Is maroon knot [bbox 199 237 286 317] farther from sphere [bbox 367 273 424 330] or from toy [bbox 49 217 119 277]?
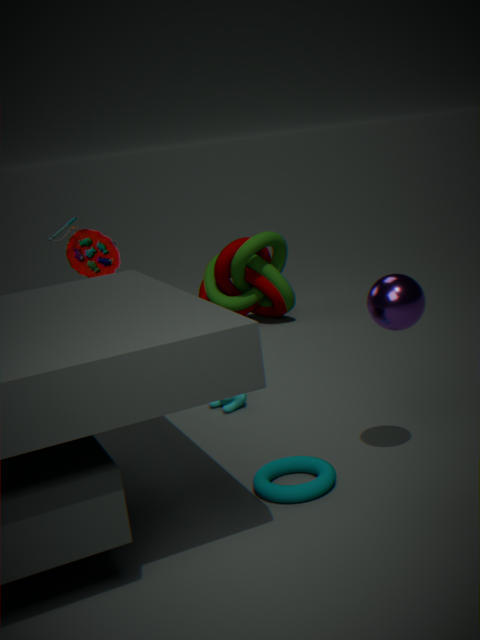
sphere [bbox 367 273 424 330]
